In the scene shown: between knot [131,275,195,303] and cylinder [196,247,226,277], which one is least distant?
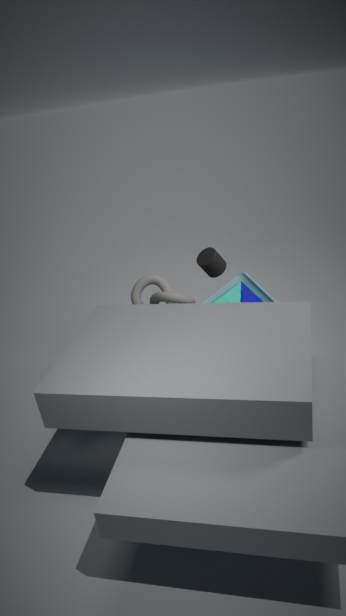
cylinder [196,247,226,277]
